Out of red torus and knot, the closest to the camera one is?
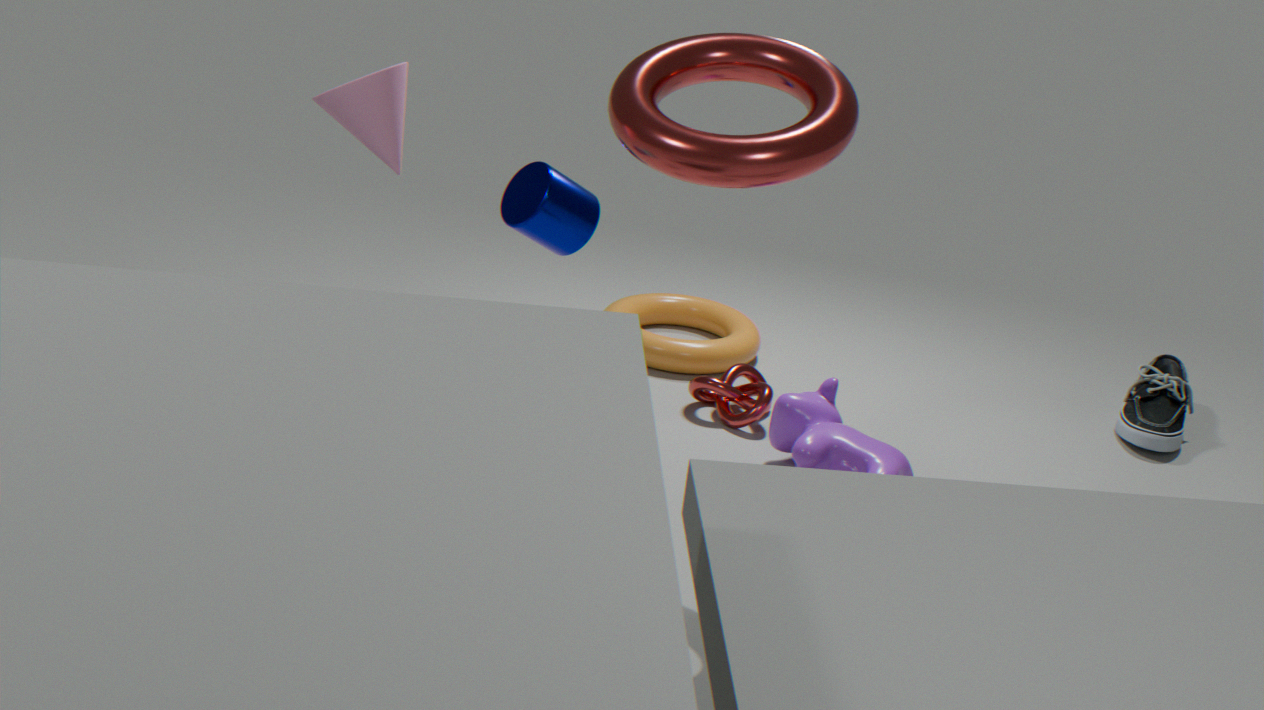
red torus
